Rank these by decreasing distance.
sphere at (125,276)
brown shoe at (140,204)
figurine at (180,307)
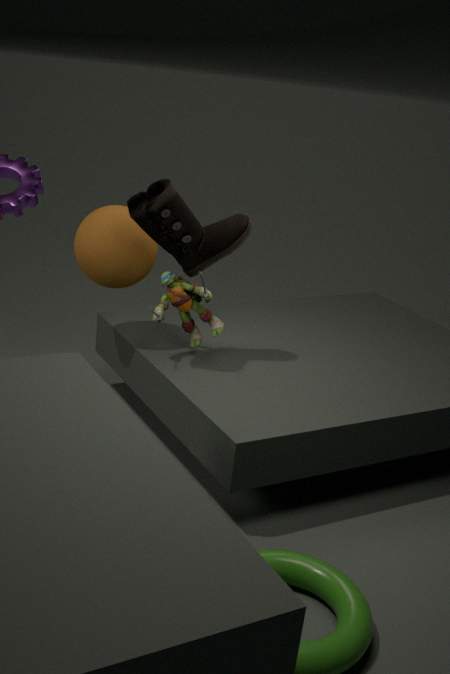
figurine at (180,307), sphere at (125,276), brown shoe at (140,204)
